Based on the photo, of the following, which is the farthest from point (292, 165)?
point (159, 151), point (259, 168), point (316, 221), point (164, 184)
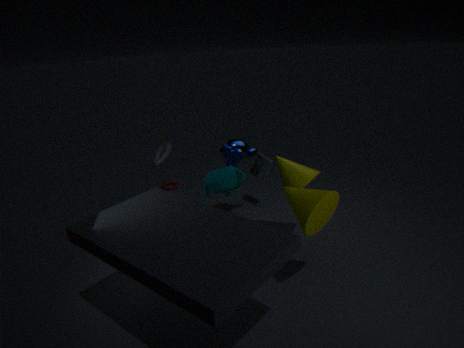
→ point (164, 184)
